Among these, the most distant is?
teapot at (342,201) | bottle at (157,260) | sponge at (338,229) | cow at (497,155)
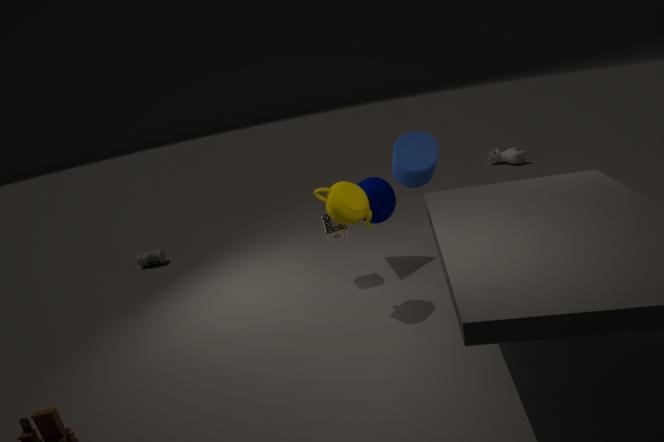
cow at (497,155)
